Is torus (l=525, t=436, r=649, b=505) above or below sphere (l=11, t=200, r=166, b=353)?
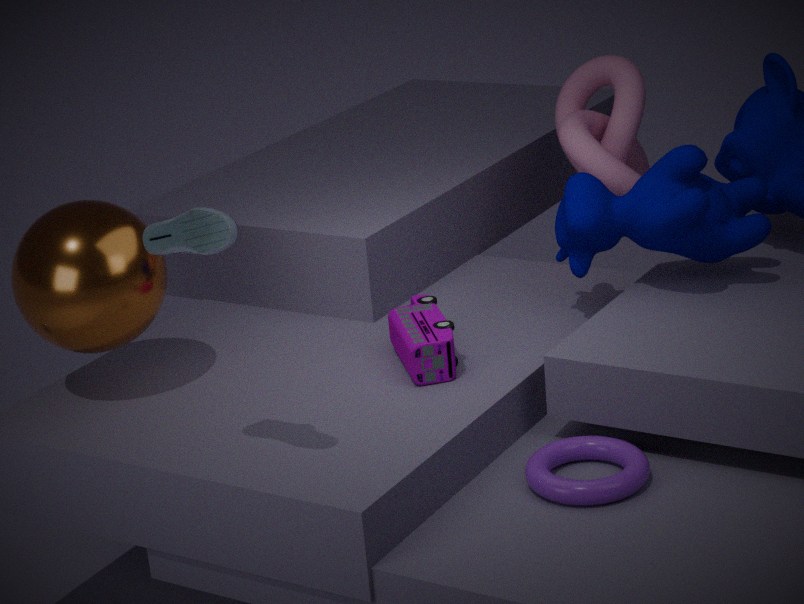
below
